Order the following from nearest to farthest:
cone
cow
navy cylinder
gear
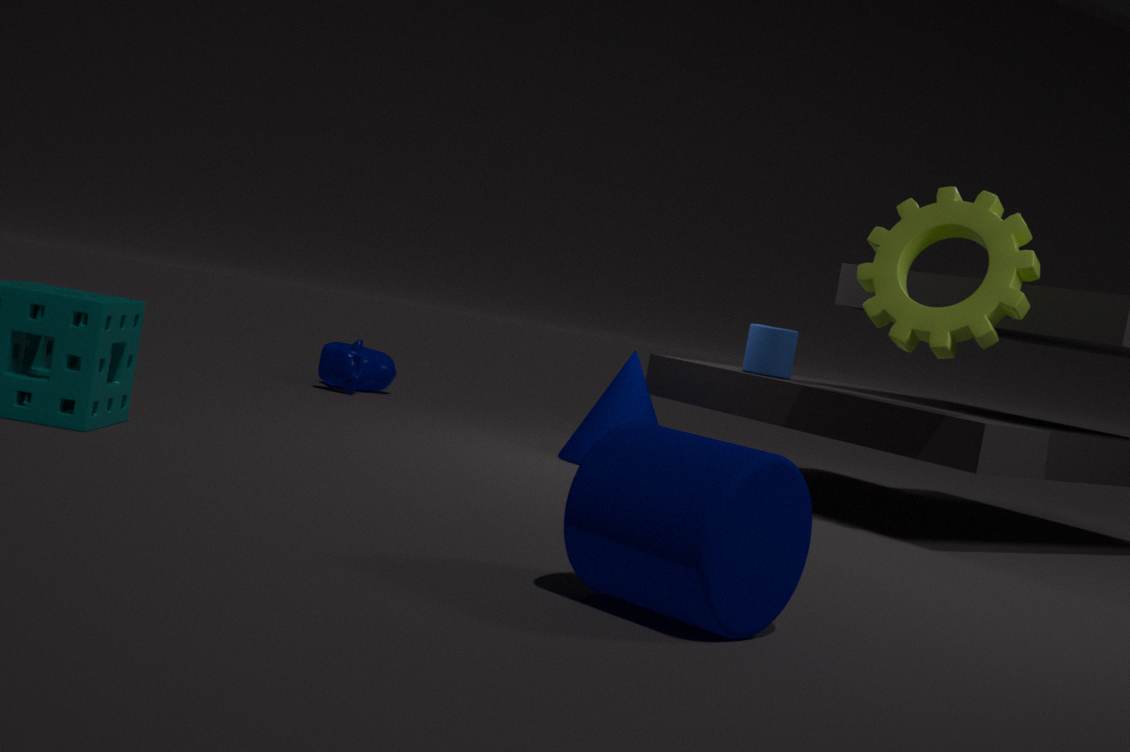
navy cylinder, gear, cone, cow
